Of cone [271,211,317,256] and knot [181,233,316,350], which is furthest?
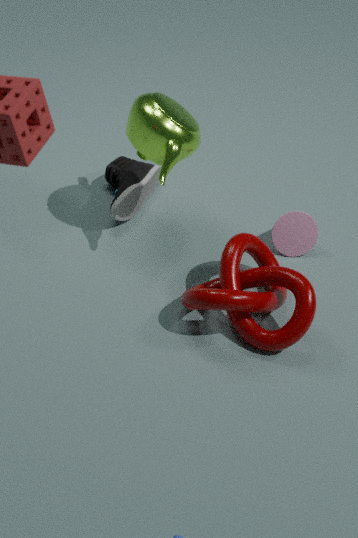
cone [271,211,317,256]
